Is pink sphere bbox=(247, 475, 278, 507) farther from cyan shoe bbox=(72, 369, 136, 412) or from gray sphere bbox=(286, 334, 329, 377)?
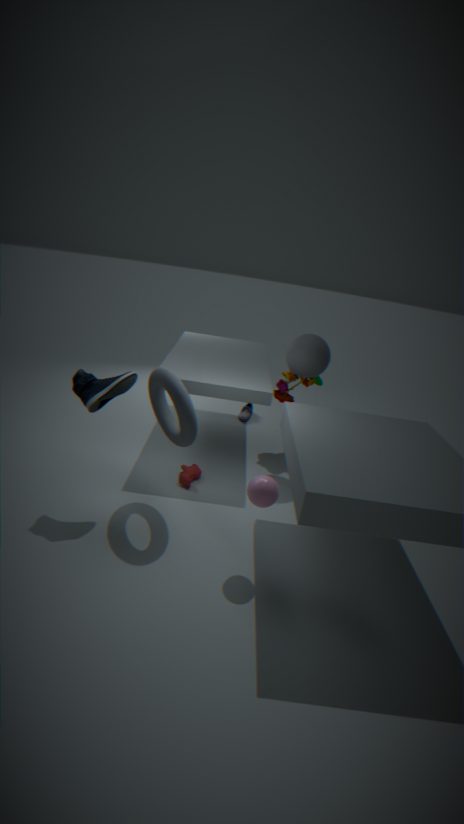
gray sphere bbox=(286, 334, 329, 377)
